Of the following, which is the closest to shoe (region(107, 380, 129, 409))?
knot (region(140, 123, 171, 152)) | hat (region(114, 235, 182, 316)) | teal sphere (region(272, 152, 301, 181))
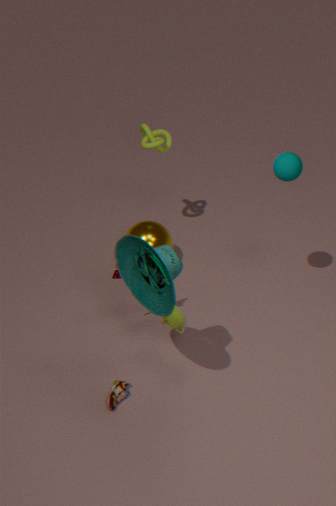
hat (region(114, 235, 182, 316))
